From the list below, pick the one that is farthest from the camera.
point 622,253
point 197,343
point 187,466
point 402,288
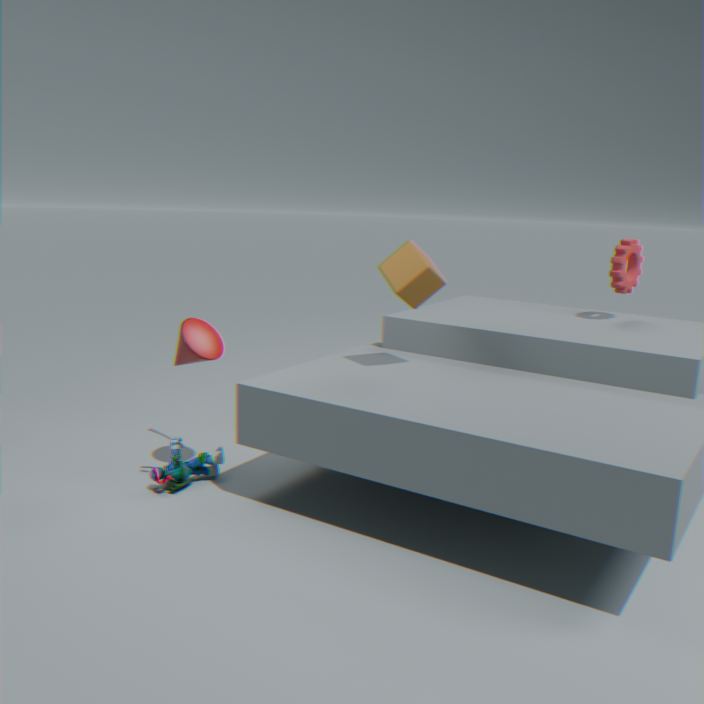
point 622,253
